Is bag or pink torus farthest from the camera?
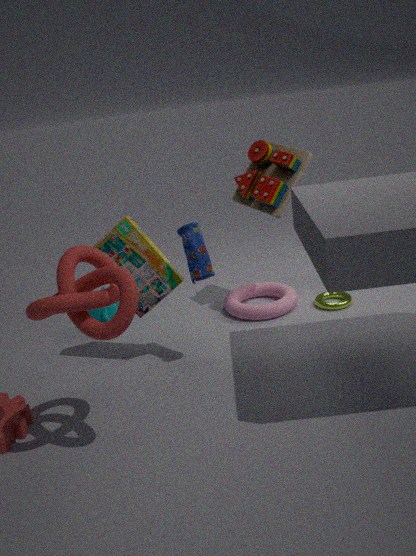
pink torus
